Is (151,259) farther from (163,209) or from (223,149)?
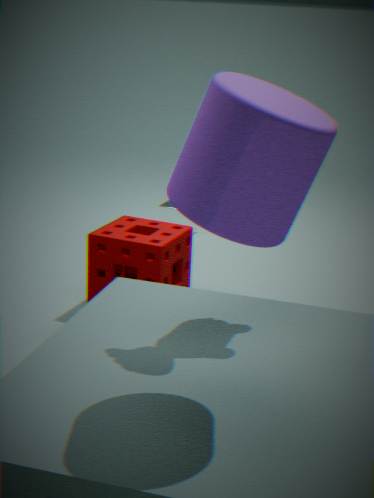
(223,149)
